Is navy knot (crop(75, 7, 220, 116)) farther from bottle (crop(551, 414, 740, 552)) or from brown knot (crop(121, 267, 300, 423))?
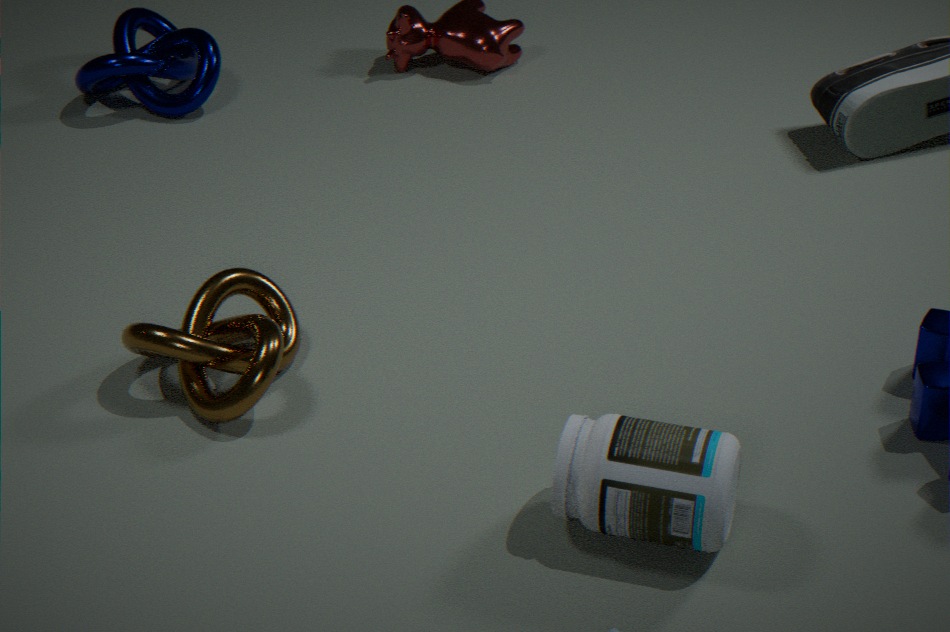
bottle (crop(551, 414, 740, 552))
